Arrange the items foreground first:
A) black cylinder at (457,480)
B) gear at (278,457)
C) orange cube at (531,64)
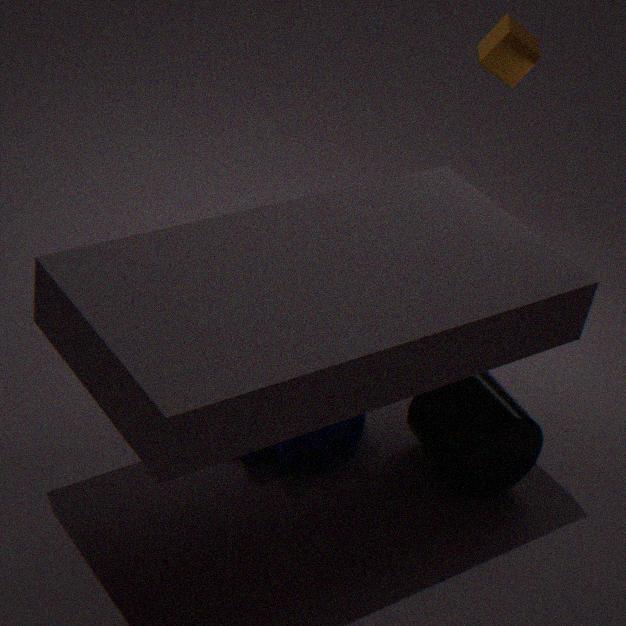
1. black cylinder at (457,480)
2. gear at (278,457)
3. orange cube at (531,64)
